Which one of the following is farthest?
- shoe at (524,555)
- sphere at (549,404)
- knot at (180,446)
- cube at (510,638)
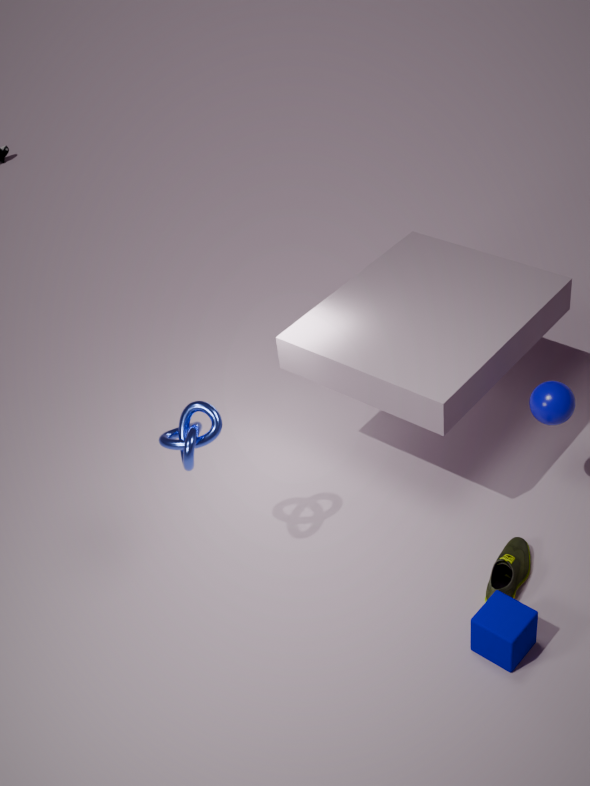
sphere at (549,404)
